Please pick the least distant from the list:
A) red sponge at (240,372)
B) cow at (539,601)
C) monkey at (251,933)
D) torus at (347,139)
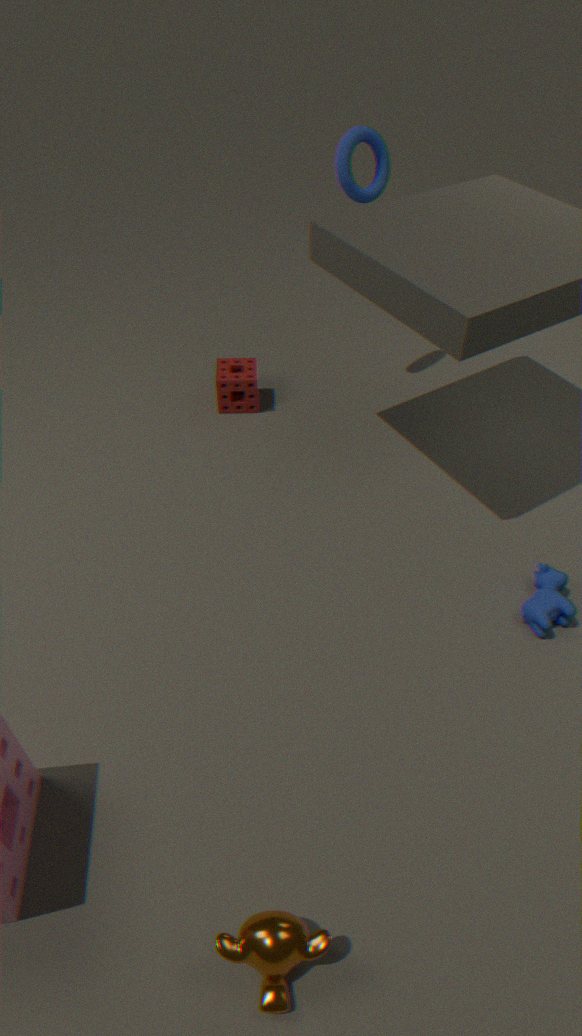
monkey at (251,933)
